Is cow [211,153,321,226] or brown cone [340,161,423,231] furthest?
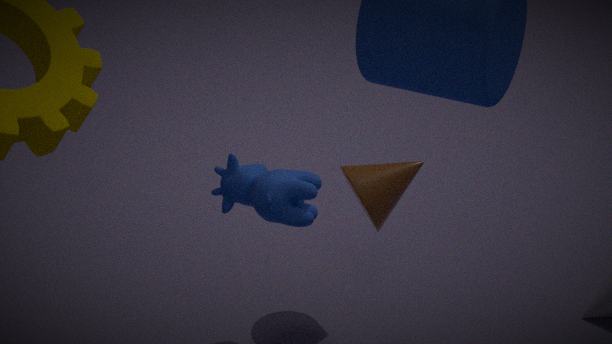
brown cone [340,161,423,231]
